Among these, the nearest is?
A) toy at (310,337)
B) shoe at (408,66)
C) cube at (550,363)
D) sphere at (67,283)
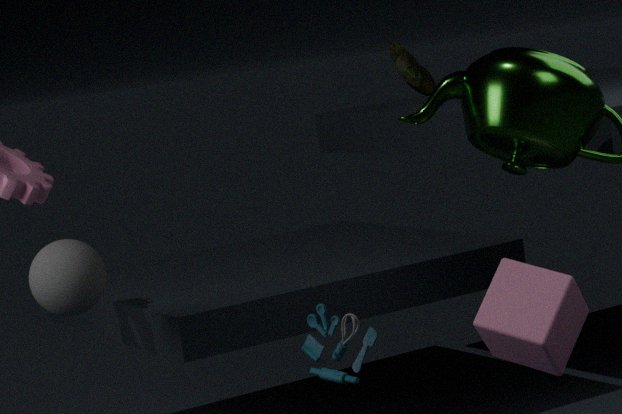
toy at (310,337)
